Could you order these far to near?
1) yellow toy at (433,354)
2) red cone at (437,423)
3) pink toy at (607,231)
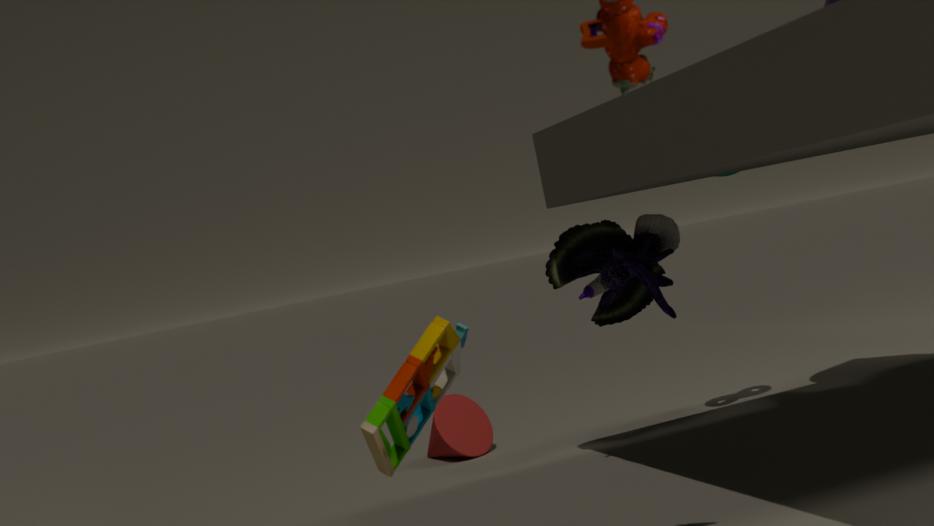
2. red cone at (437,423)
3. pink toy at (607,231)
1. yellow toy at (433,354)
